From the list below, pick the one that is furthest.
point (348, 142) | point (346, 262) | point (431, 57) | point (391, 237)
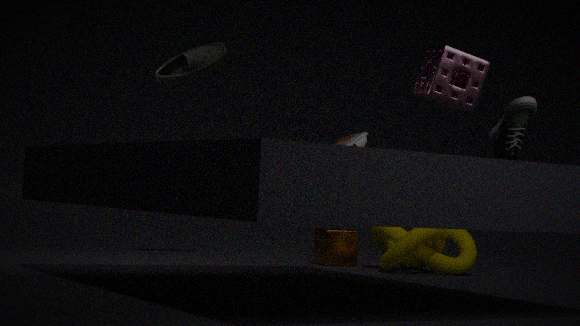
point (346, 262)
